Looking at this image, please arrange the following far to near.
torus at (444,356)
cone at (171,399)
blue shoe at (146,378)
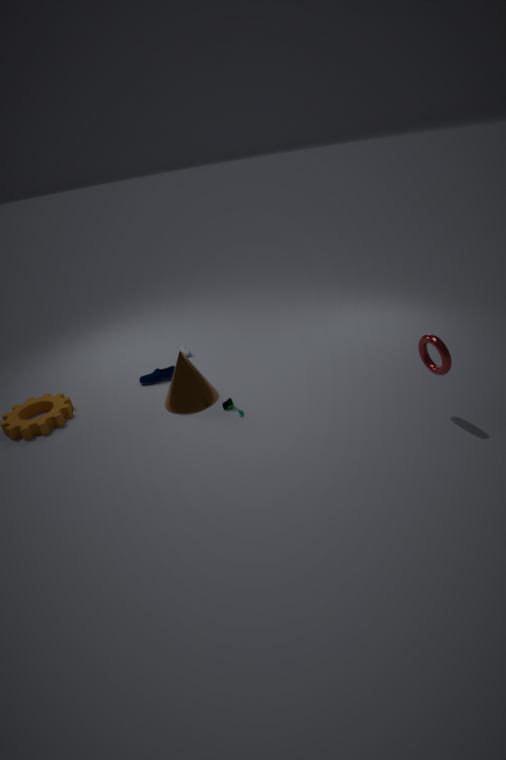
blue shoe at (146,378), cone at (171,399), torus at (444,356)
